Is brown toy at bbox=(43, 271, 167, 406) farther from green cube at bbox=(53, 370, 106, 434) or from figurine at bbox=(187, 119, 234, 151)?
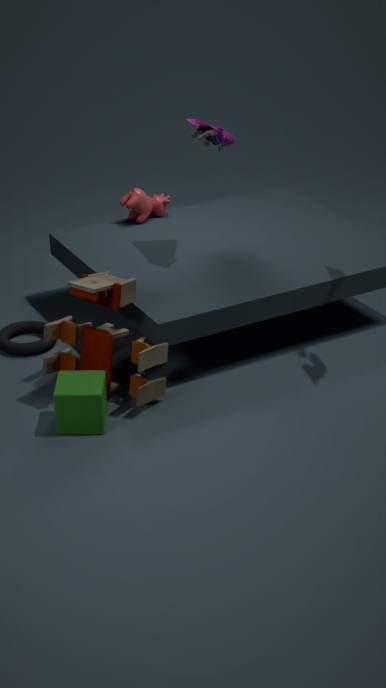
figurine at bbox=(187, 119, 234, 151)
